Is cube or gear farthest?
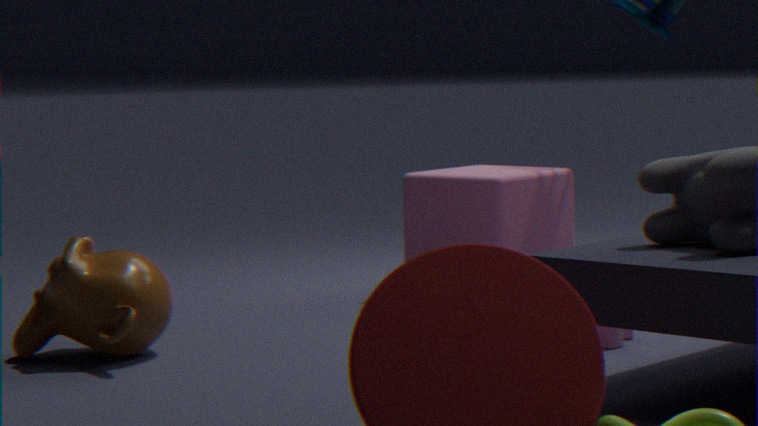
cube
